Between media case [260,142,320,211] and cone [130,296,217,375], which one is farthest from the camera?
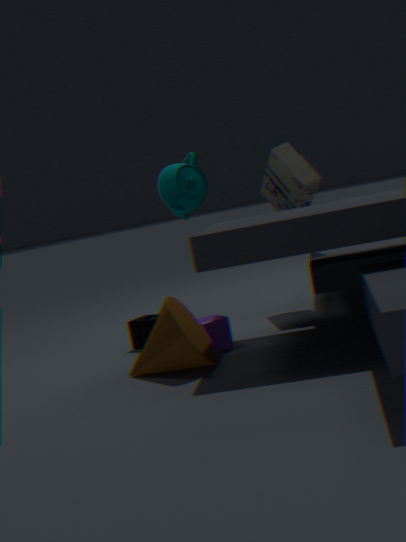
media case [260,142,320,211]
